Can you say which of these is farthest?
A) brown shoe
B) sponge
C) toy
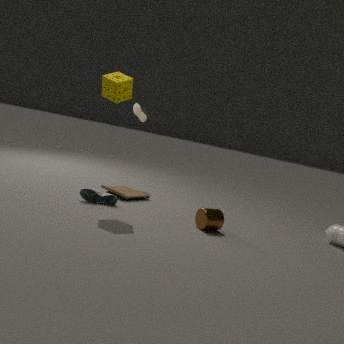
A. brown shoe
